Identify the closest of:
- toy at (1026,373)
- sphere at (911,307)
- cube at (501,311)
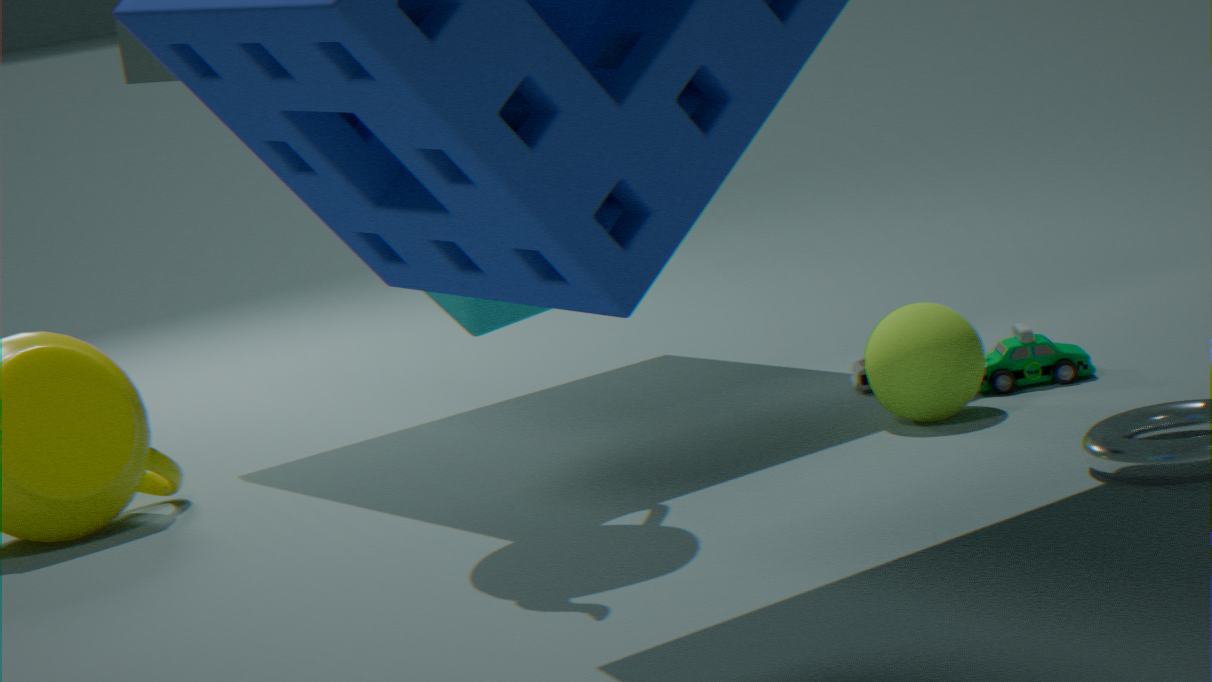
cube at (501,311)
